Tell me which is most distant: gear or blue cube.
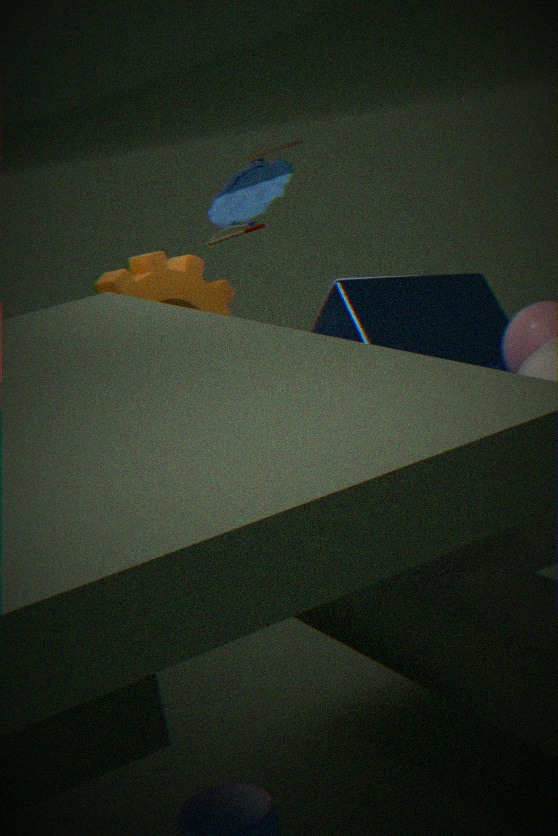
gear
